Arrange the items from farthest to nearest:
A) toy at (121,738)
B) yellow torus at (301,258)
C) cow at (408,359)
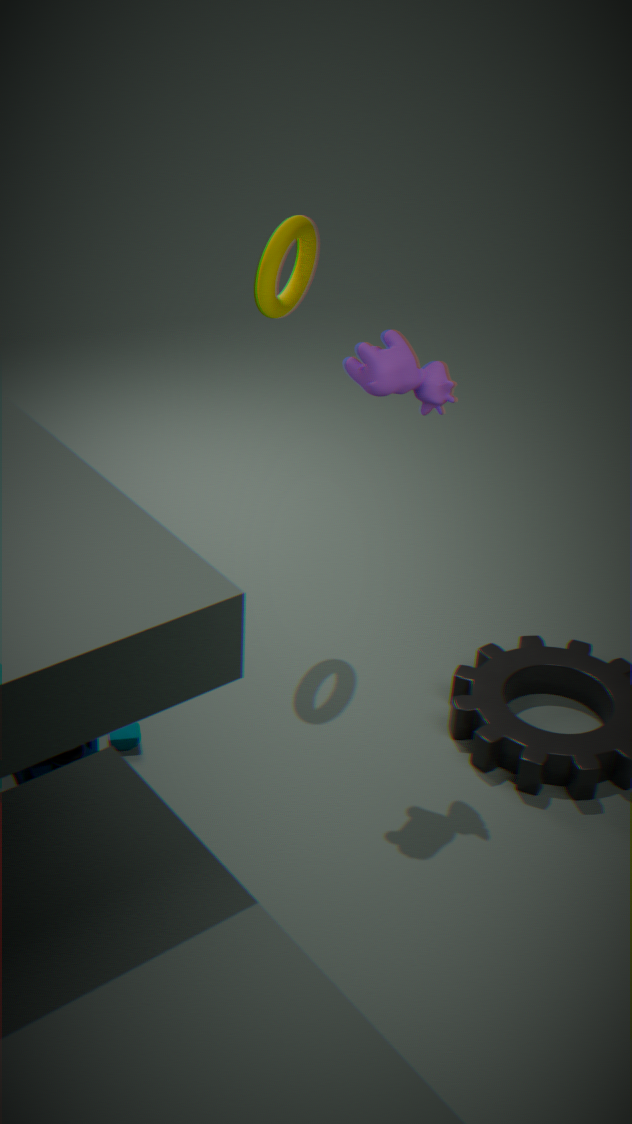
yellow torus at (301,258) < toy at (121,738) < cow at (408,359)
